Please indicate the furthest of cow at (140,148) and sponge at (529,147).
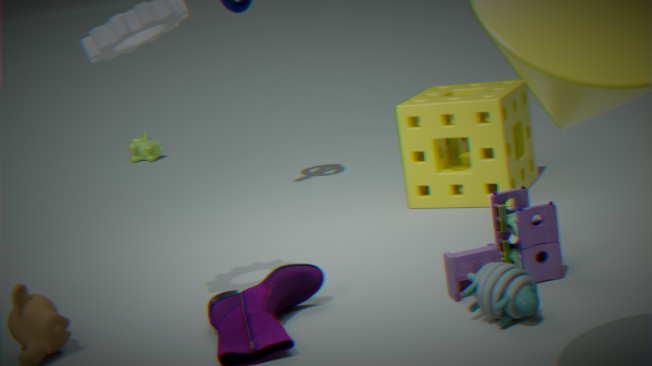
cow at (140,148)
